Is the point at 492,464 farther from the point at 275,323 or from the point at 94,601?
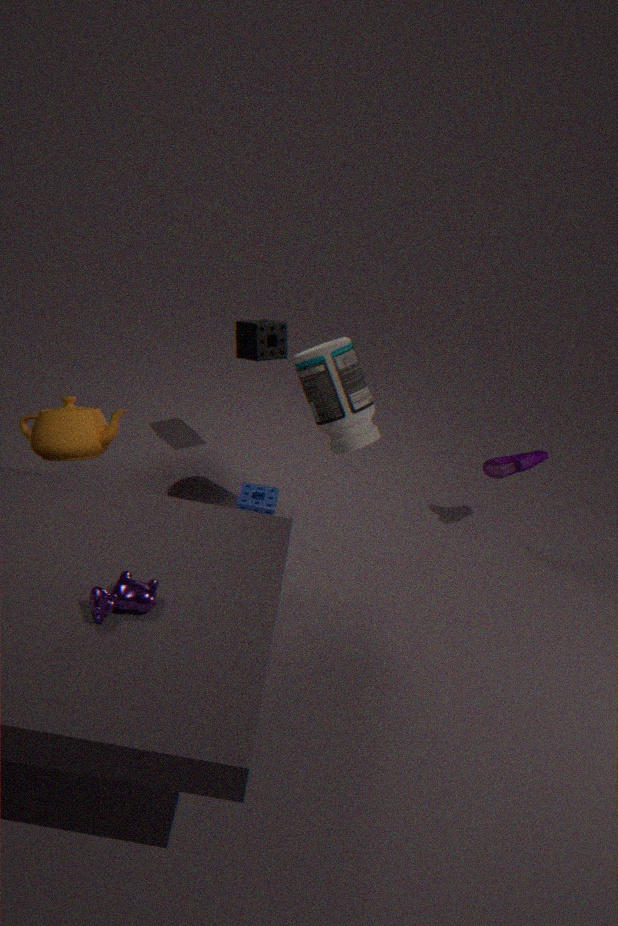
the point at 94,601
